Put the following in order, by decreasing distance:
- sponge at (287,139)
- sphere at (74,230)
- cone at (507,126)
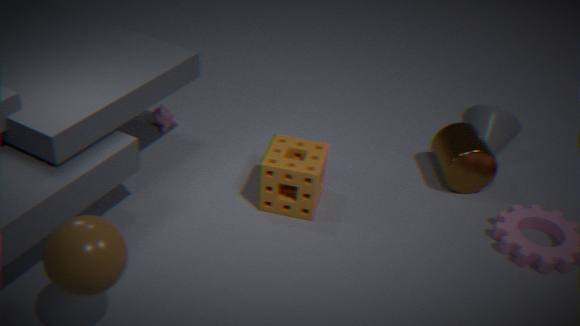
cone at (507,126) → sponge at (287,139) → sphere at (74,230)
